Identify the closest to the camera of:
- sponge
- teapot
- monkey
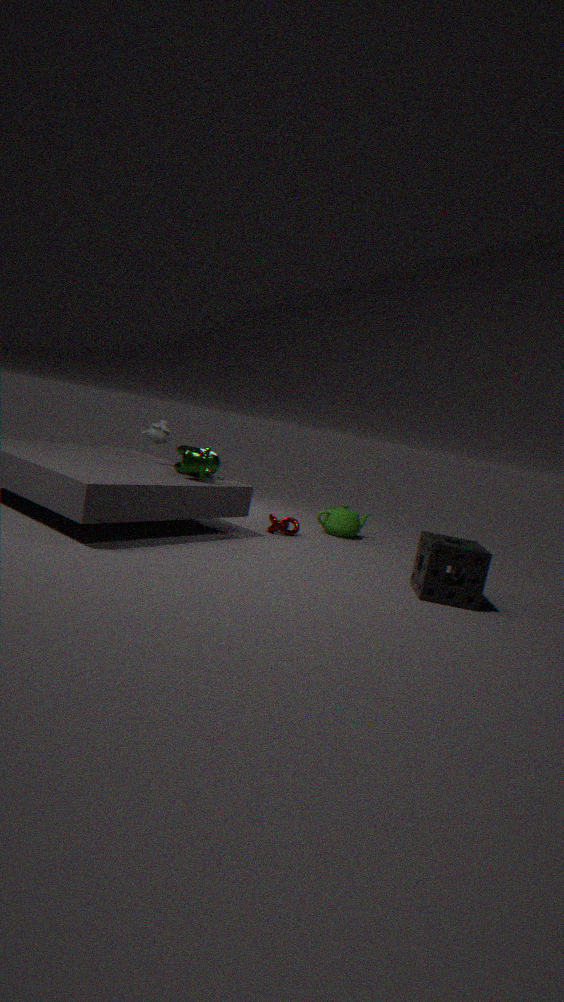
sponge
